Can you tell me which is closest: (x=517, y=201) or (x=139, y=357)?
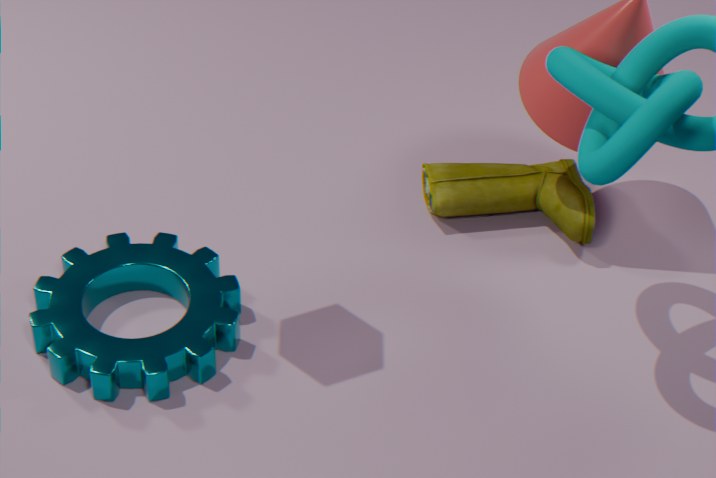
(x=139, y=357)
